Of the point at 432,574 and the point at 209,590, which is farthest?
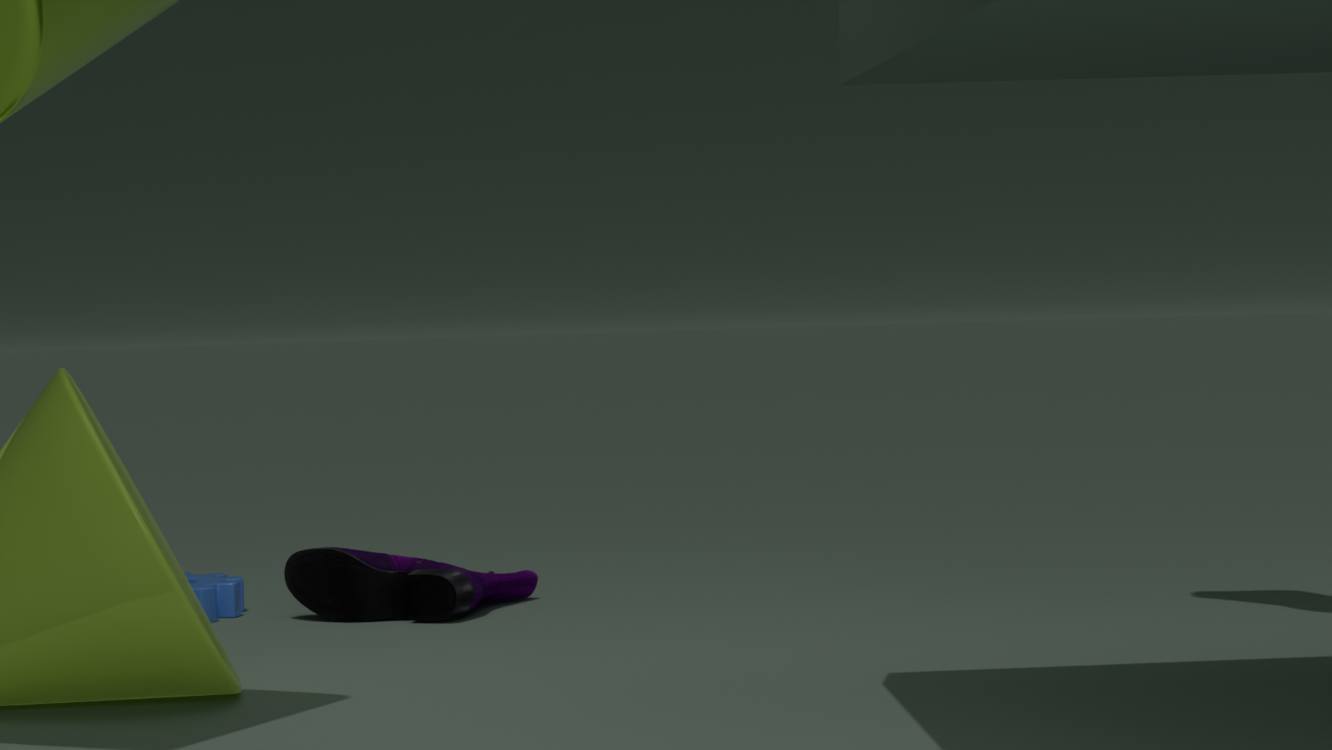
the point at 209,590
